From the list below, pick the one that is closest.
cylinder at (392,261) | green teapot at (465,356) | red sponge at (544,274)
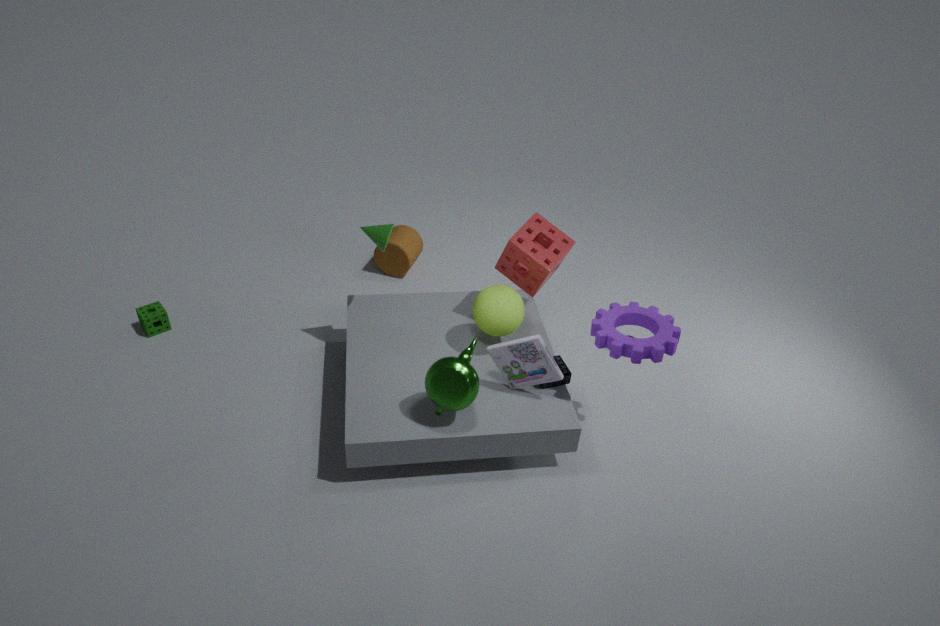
green teapot at (465,356)
